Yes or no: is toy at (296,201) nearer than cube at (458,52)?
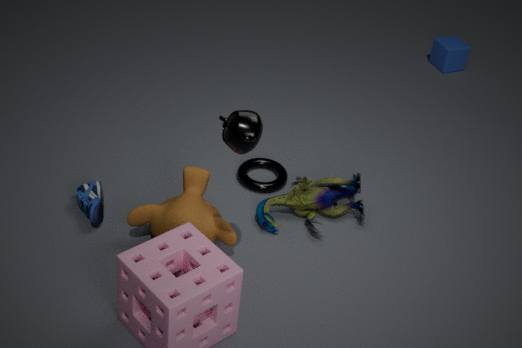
Yes
